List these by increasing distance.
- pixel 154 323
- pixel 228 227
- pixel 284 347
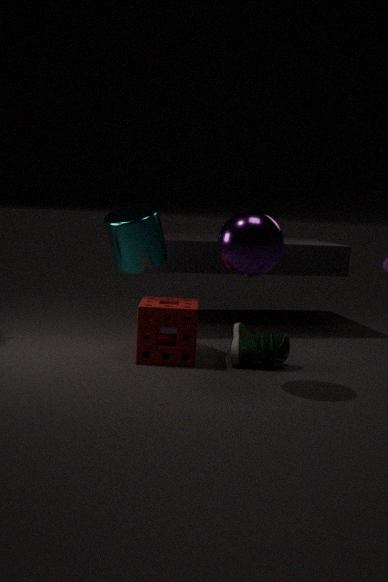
1. pixel 228 227
2. pixel 154 323
3. pixel 284 347
